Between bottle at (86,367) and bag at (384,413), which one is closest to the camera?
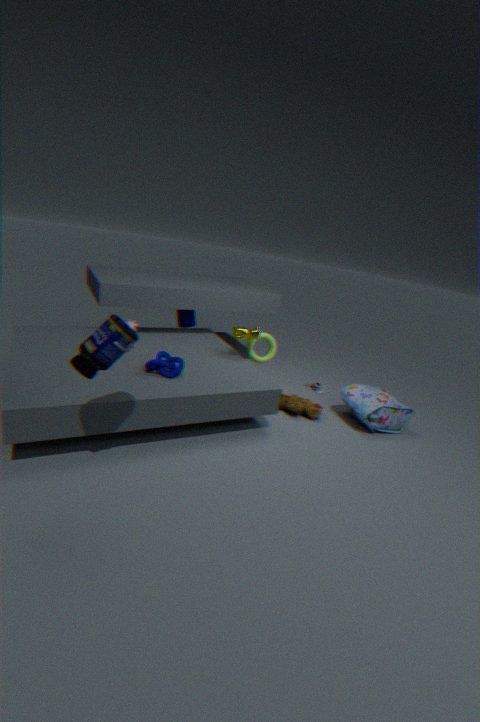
bottle at (86,367)
